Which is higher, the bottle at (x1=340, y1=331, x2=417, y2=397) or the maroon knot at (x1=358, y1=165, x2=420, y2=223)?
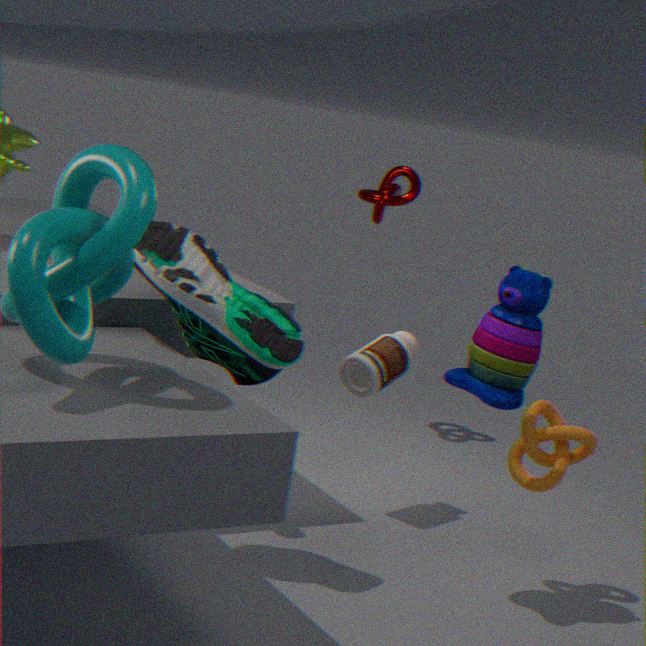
the maroon knot at (x1=358, y1=165, x2=420, y2=223)
